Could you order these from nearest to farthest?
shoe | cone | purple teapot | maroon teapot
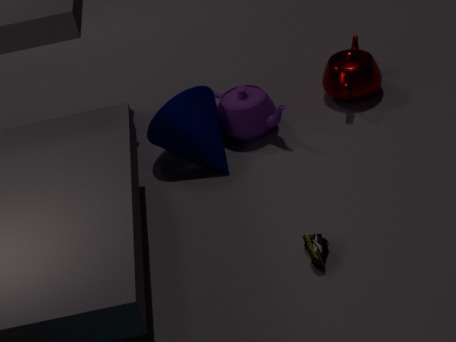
1. shoe
2. cone
3. purple teapot
4. maroon teapot
